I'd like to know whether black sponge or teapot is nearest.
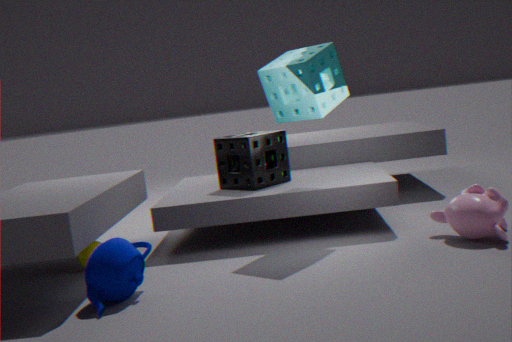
teapot
